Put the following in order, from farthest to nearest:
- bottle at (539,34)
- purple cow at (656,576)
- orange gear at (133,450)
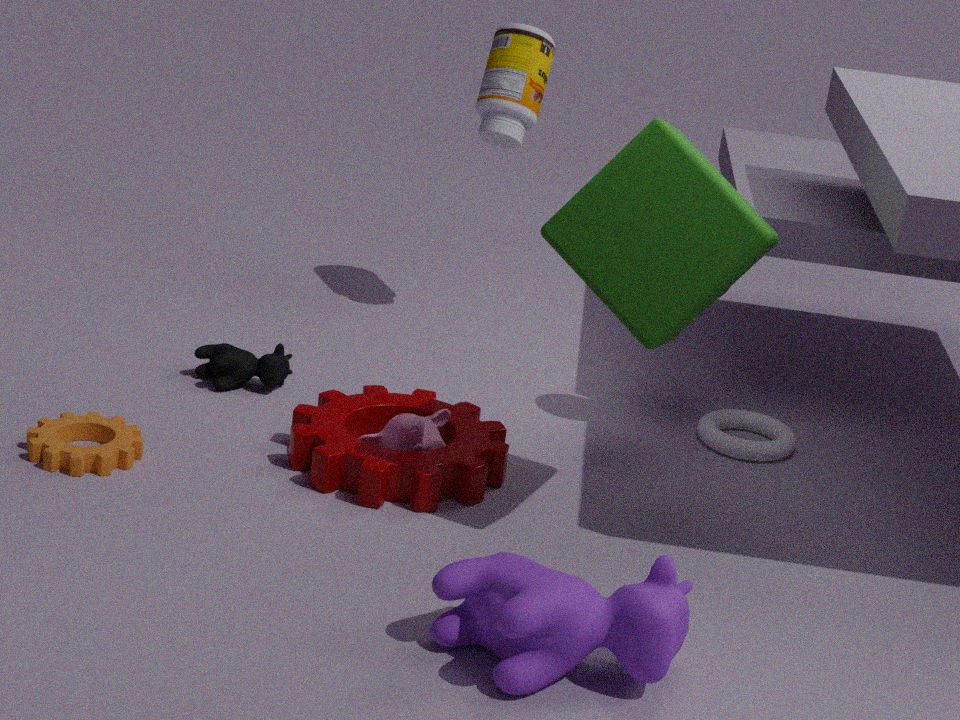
bottle at (539,34) < orange gear at (133,450) < purple cow at (656,576)
